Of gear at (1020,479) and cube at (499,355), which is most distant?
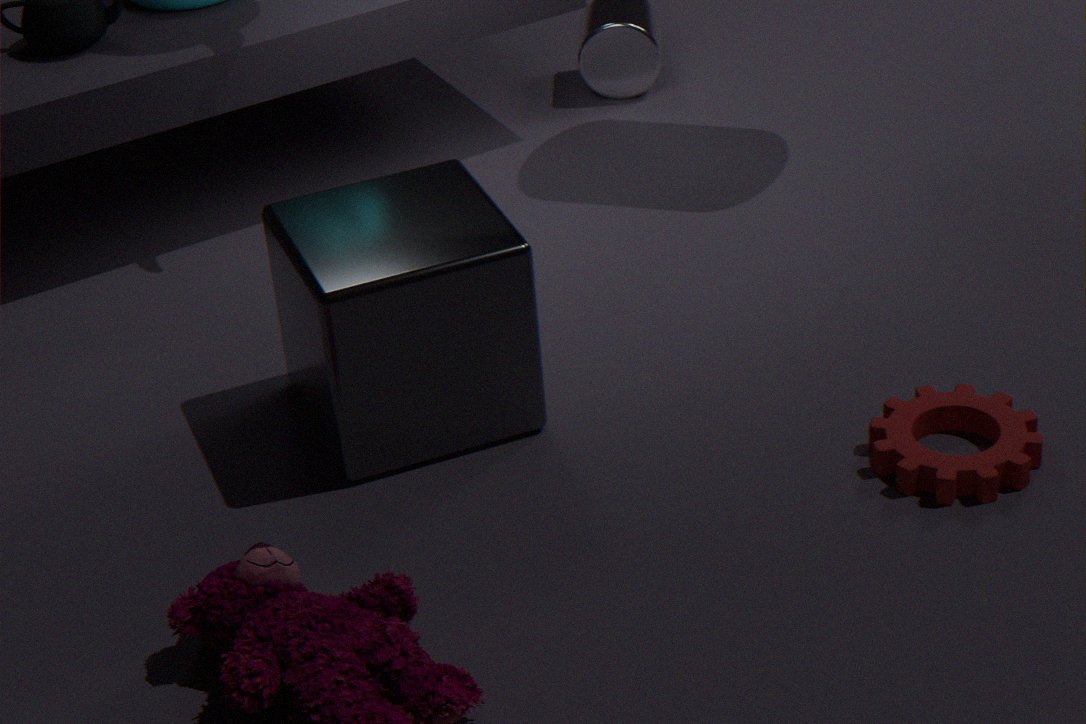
cube at (499,355)
